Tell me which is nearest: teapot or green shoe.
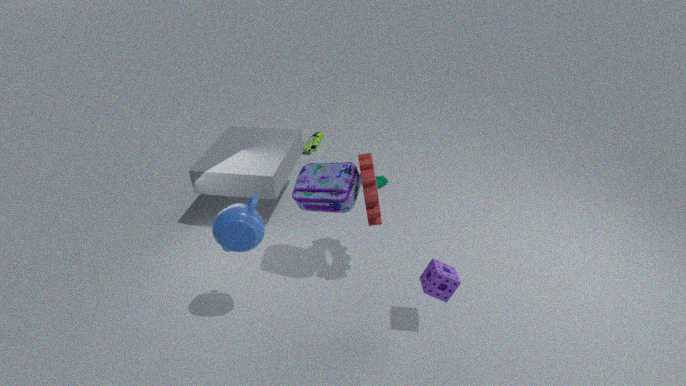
teapot
